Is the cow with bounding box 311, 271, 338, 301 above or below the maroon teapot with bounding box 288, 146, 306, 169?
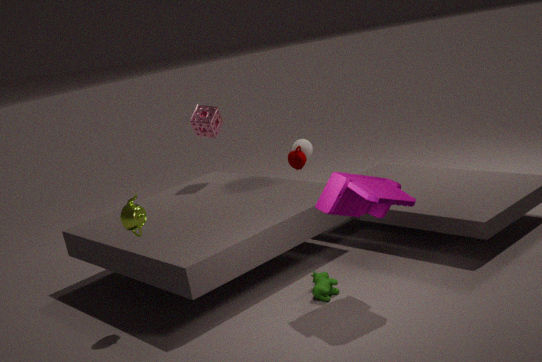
below
